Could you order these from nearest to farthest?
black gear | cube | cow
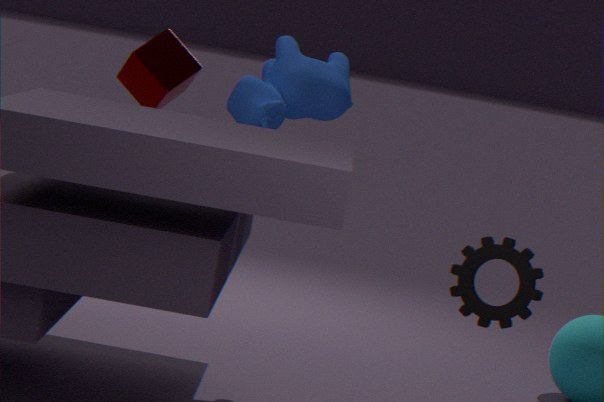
black gear, cow, cube
